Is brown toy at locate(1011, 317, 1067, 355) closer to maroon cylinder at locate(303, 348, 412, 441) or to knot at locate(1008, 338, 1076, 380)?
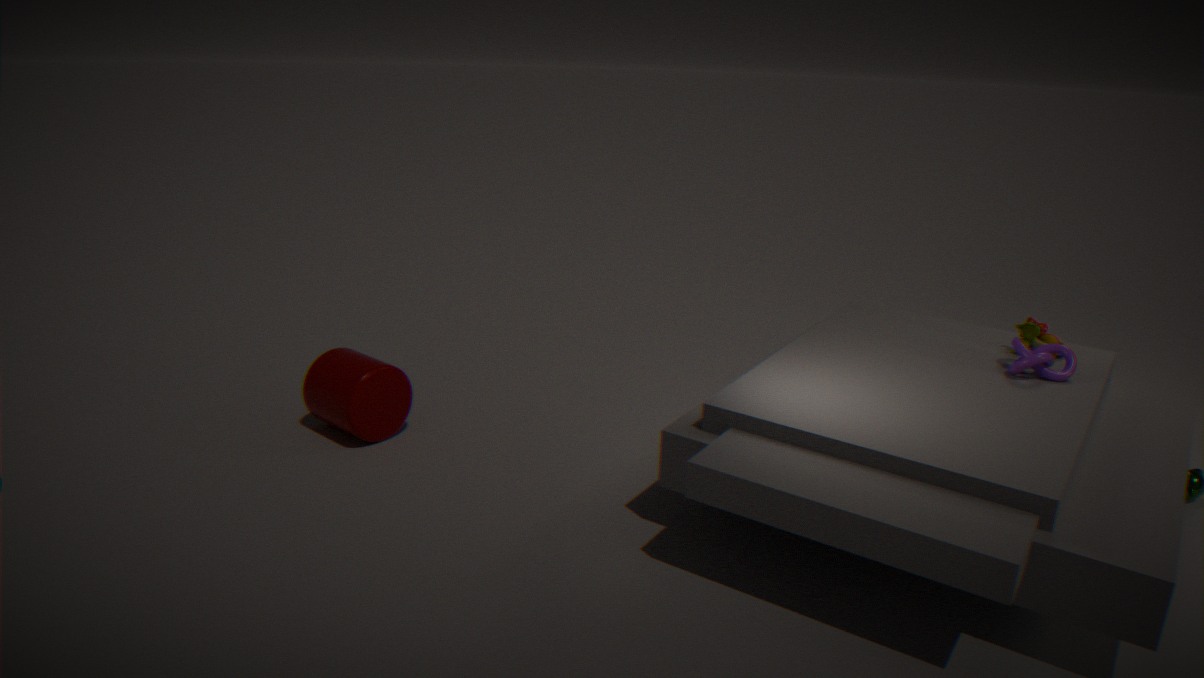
knot at locate(1008, 338, 1076, 380)
